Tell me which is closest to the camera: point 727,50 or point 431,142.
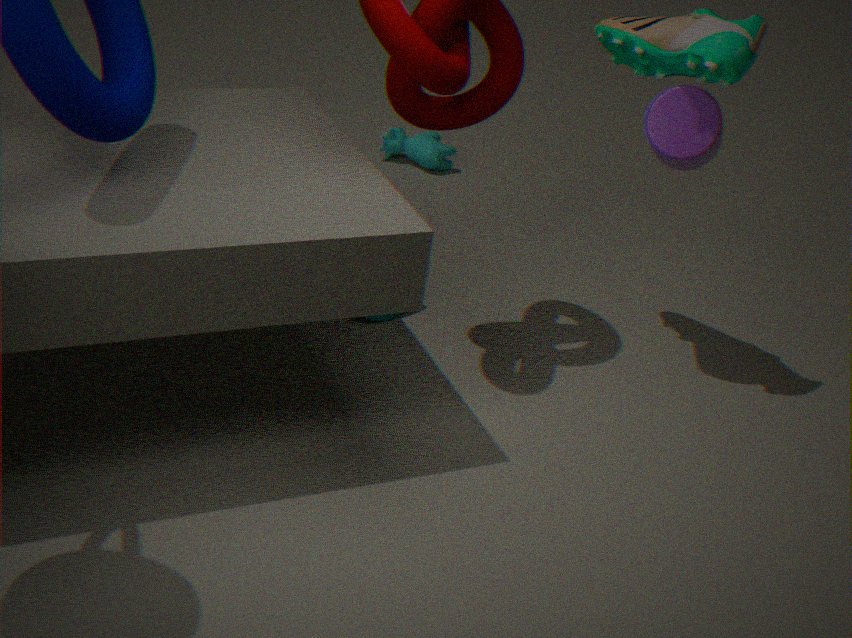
point 727,50
